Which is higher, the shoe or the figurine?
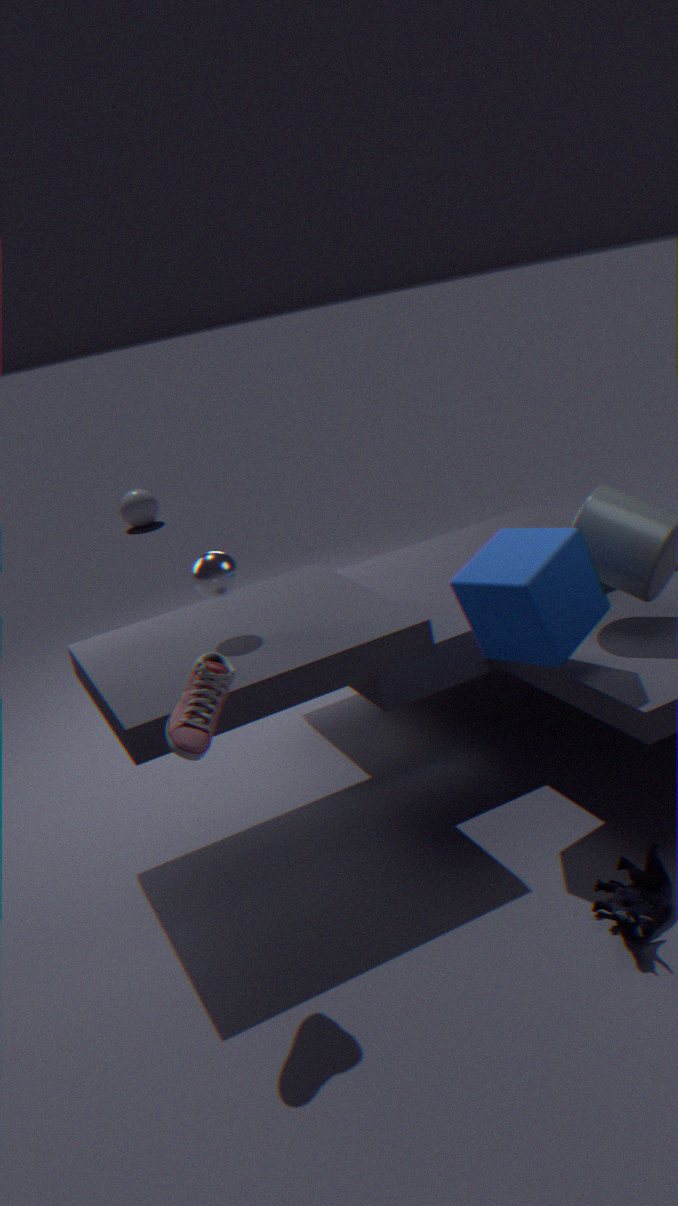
the shoe
